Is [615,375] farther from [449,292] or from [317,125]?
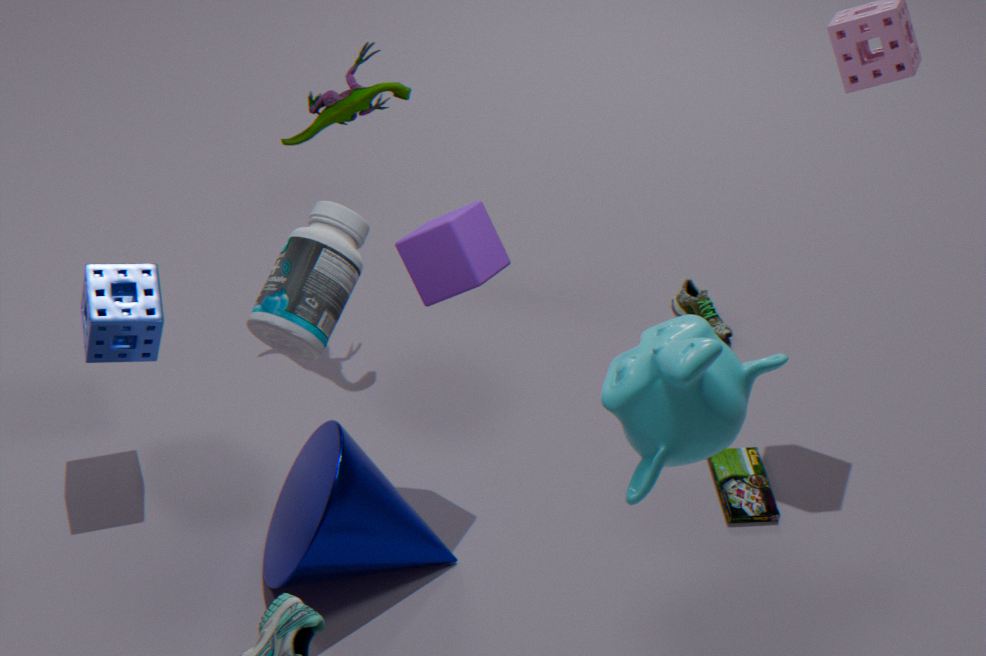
[317,125]
